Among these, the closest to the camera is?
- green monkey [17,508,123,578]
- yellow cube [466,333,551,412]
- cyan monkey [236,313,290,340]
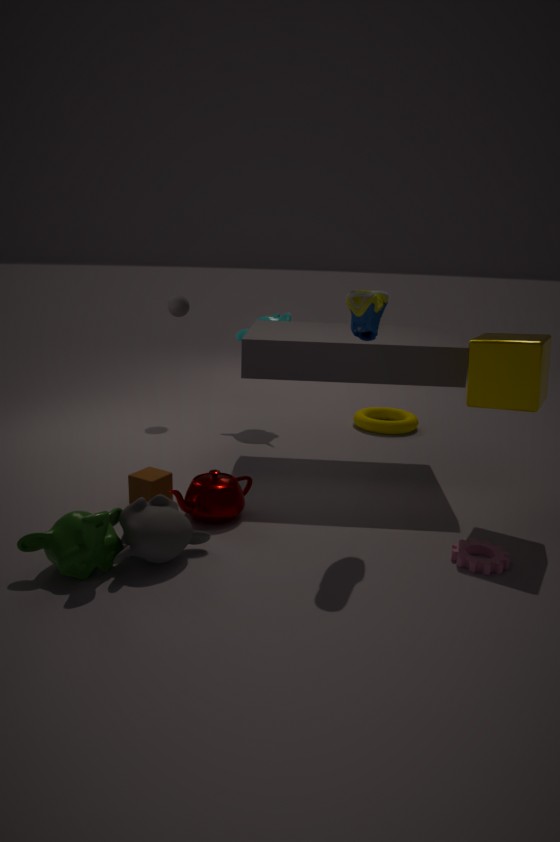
green monkey [17,508,123,578]
